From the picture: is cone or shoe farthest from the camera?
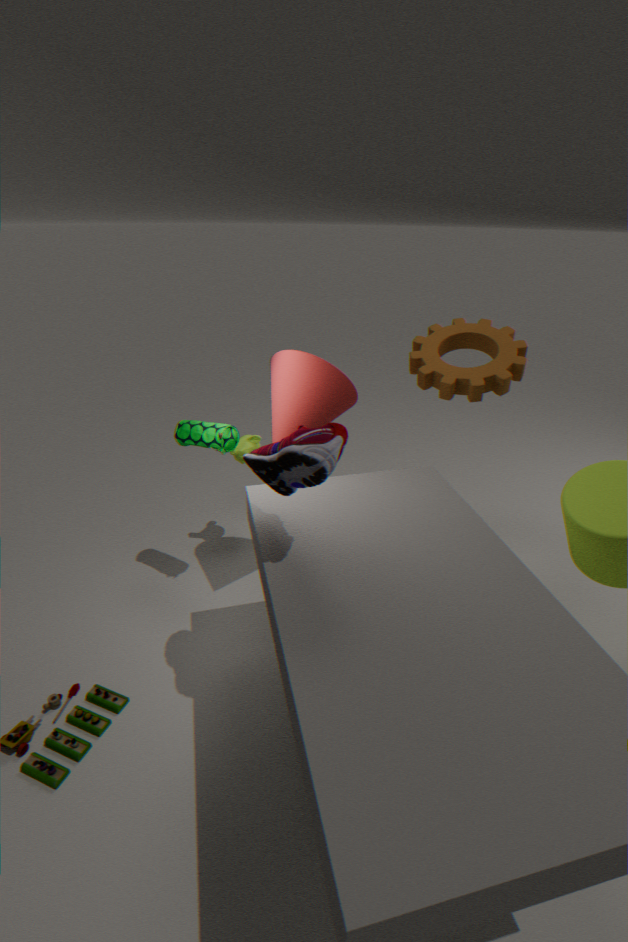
cone
